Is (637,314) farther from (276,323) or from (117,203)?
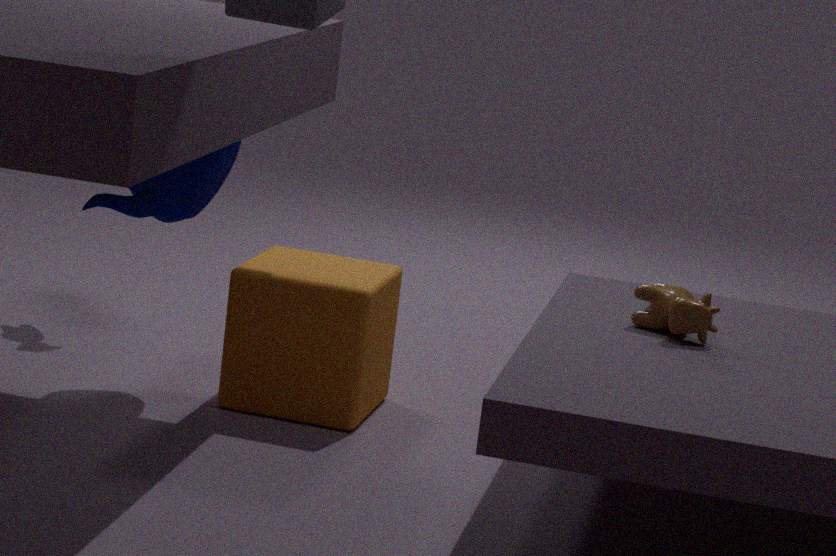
(117,203)
